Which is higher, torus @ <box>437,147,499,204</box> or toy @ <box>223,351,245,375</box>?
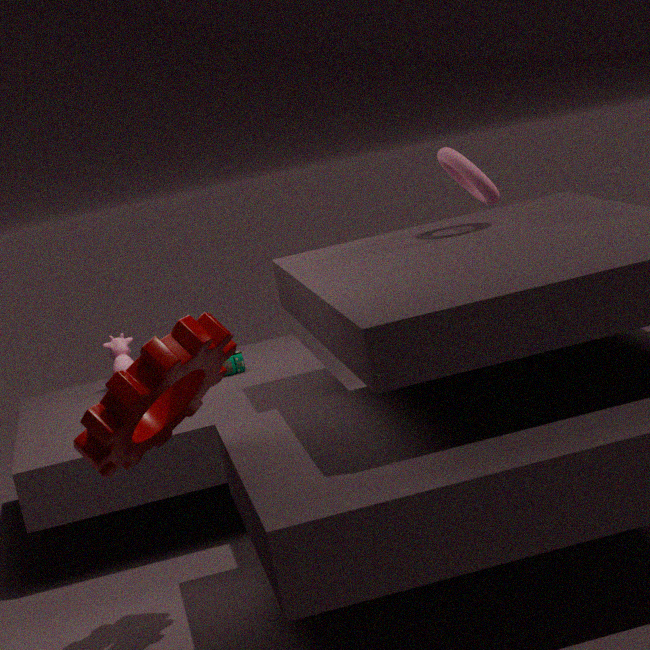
torus @ <box>437,147,499,204</box>
